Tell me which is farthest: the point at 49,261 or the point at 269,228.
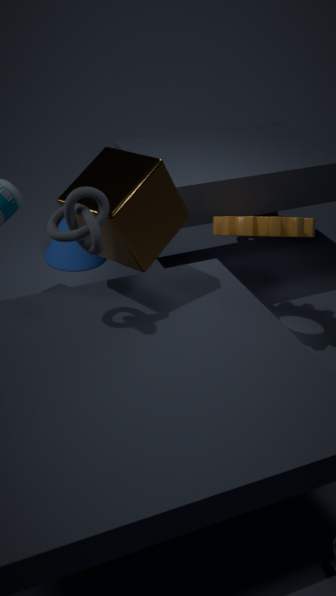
the point at 49,261
